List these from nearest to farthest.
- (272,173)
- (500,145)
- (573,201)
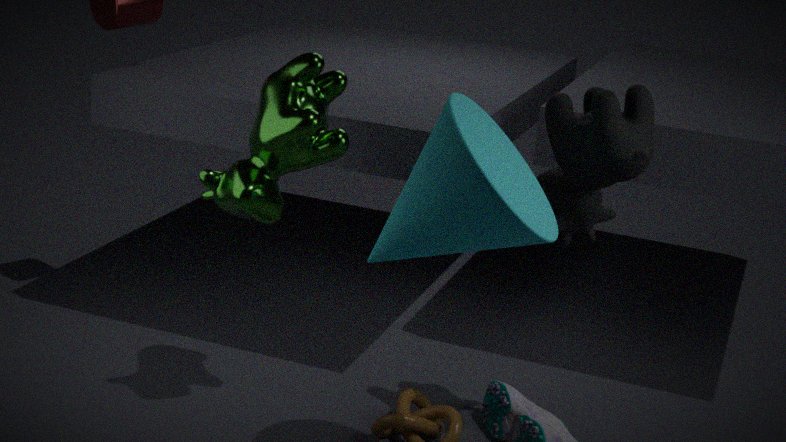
(500,145)
(573,201)
(272,173)
